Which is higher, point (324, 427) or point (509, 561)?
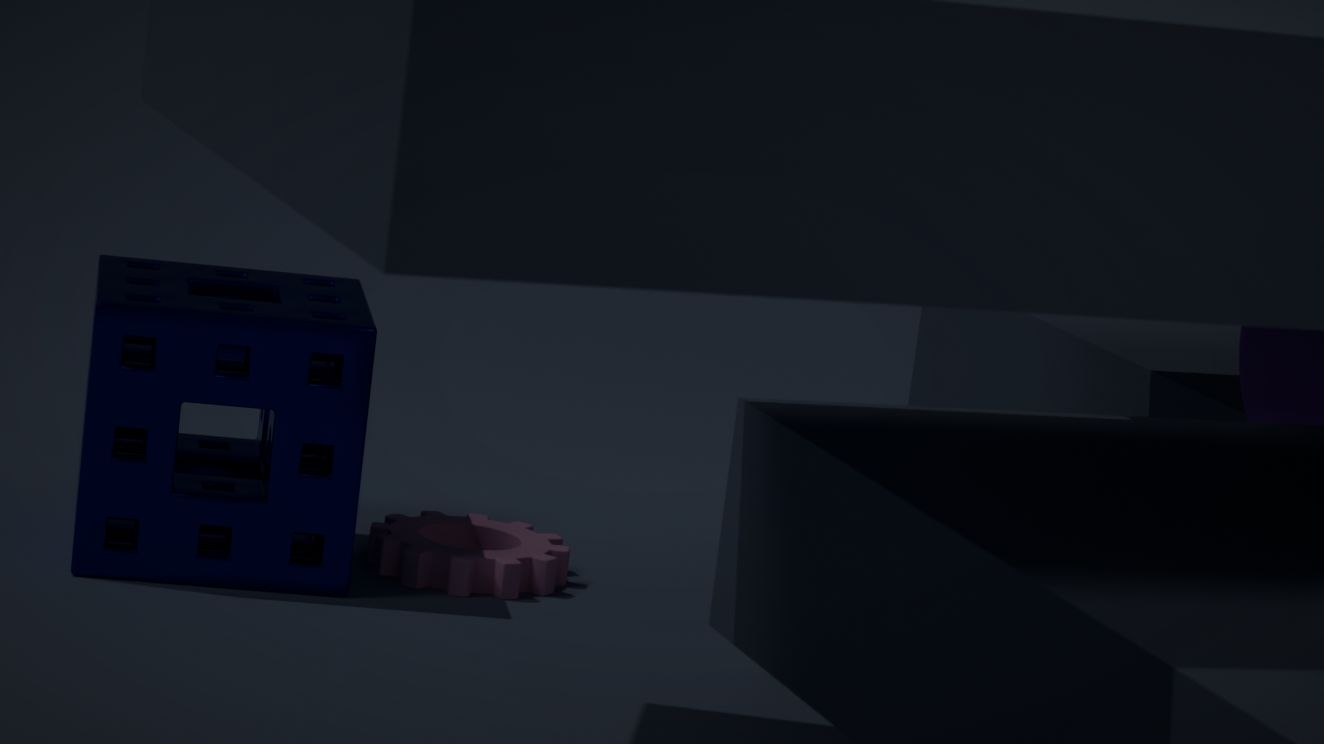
point (324, 427)
